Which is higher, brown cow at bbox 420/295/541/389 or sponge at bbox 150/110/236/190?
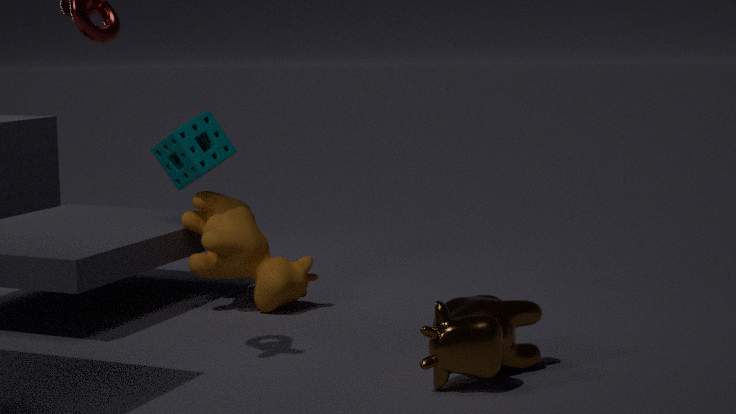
sponge at bbox 150/110/236/190
